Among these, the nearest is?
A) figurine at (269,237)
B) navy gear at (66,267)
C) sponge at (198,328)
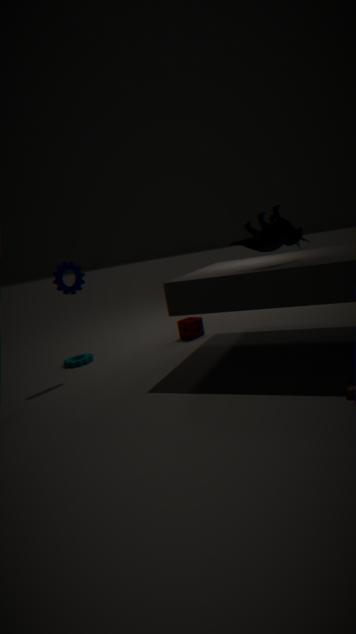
figurine at (269,237)
